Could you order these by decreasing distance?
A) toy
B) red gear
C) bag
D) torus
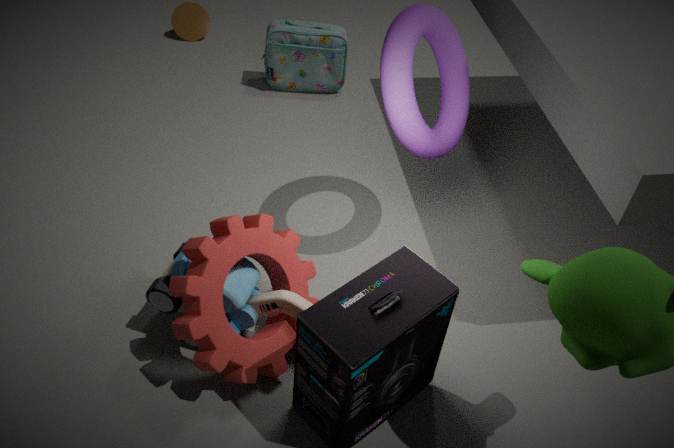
bag → toy → torus → red gear
